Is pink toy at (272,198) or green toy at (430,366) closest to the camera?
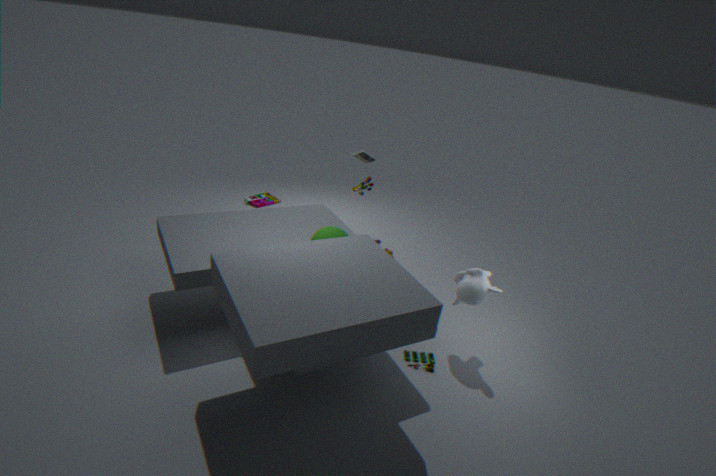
green toy at (430,366)
